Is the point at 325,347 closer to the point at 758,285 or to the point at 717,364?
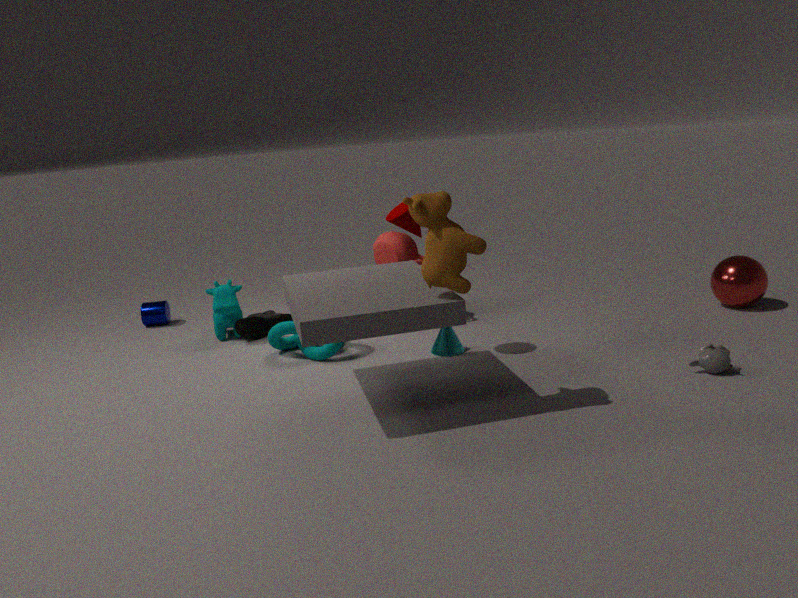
the point at 717,364
